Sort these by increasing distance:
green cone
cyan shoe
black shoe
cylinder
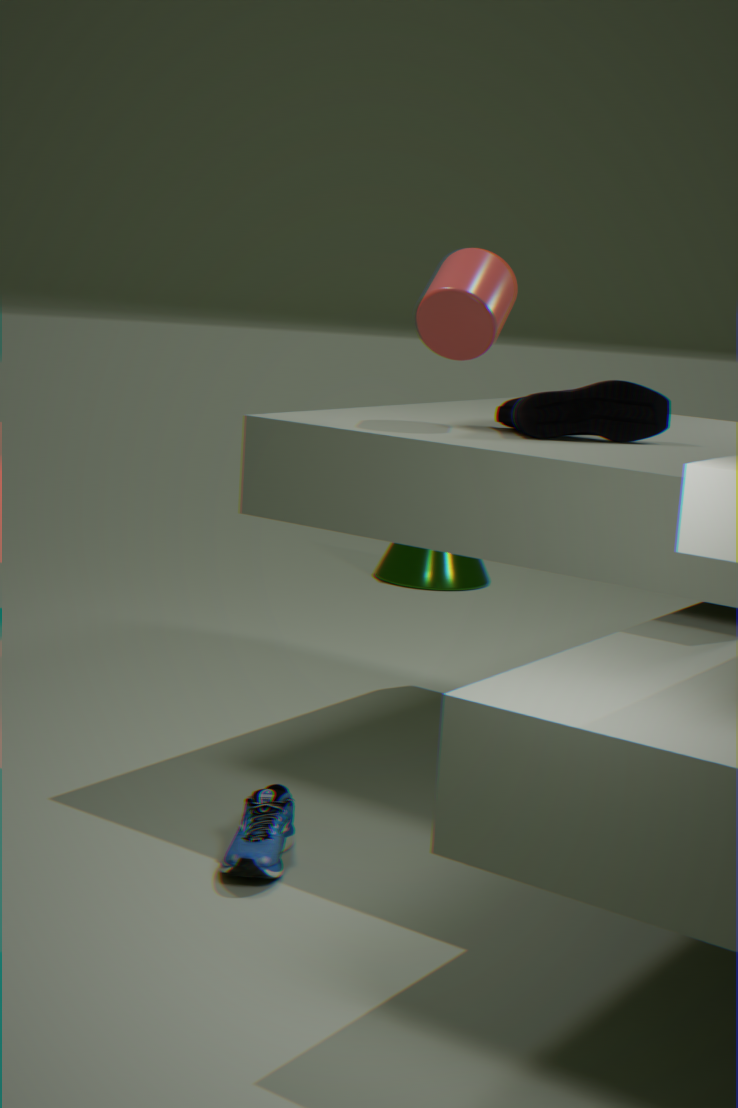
cyan shoe, black shoe, cylinder, green cone
